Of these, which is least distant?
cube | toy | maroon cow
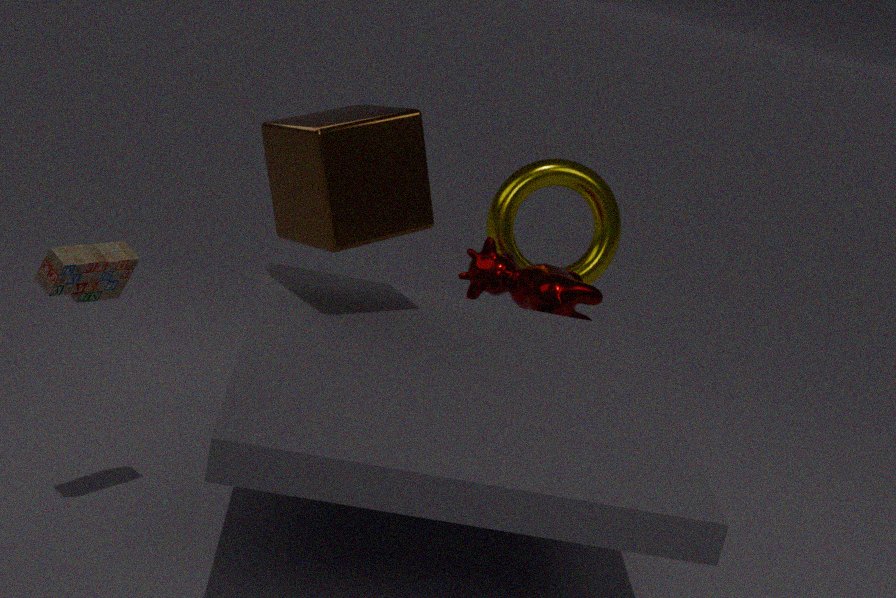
toy
